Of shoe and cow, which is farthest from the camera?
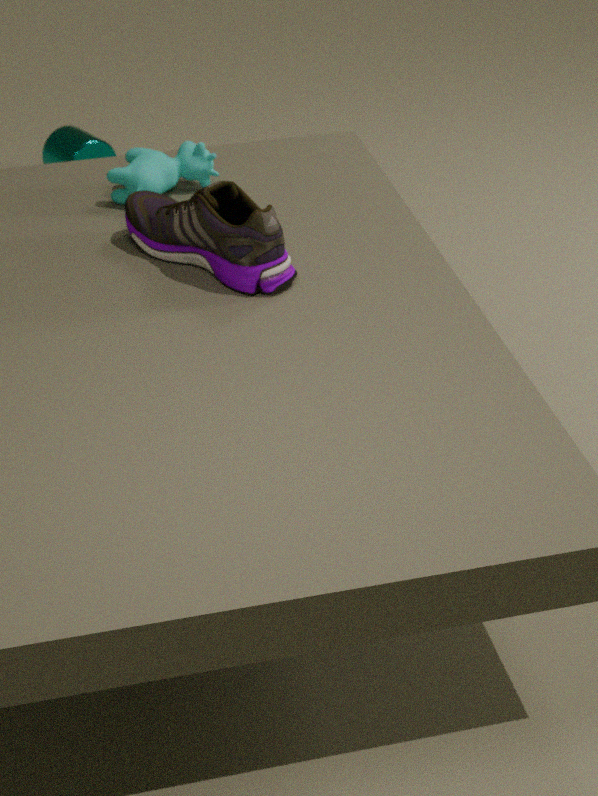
cow
